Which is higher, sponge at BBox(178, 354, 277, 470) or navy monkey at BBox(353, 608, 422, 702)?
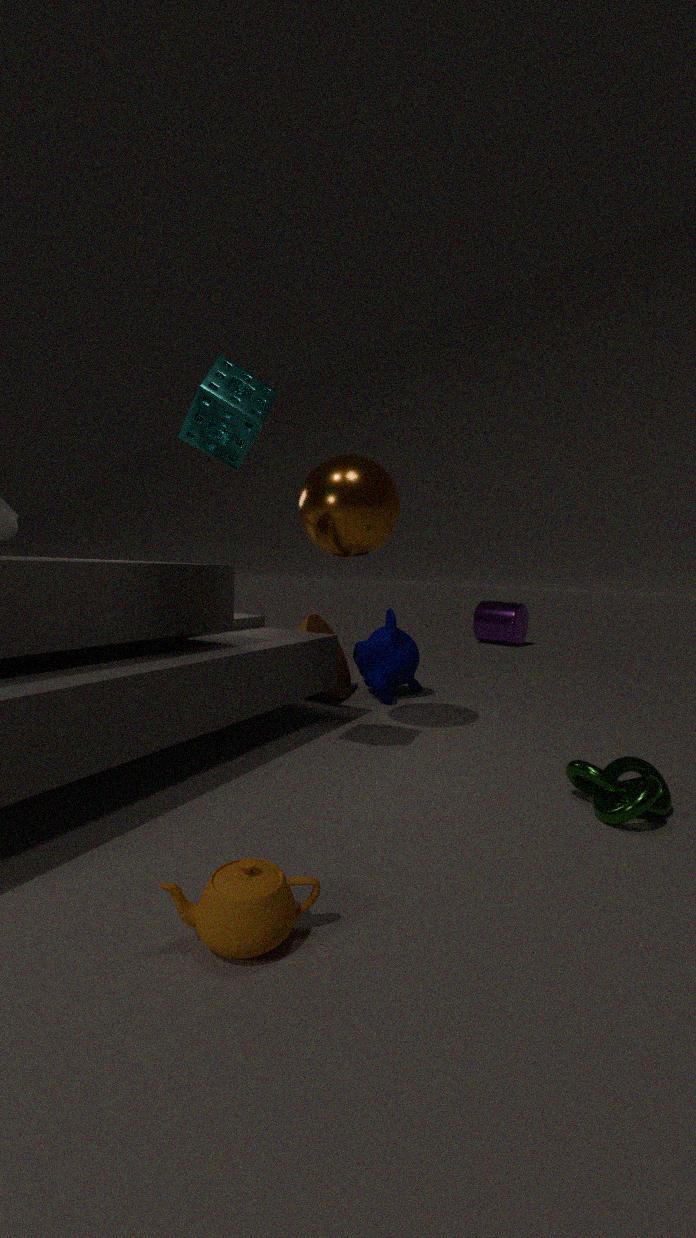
sponge at BBox(178, 354, 277, 470)
